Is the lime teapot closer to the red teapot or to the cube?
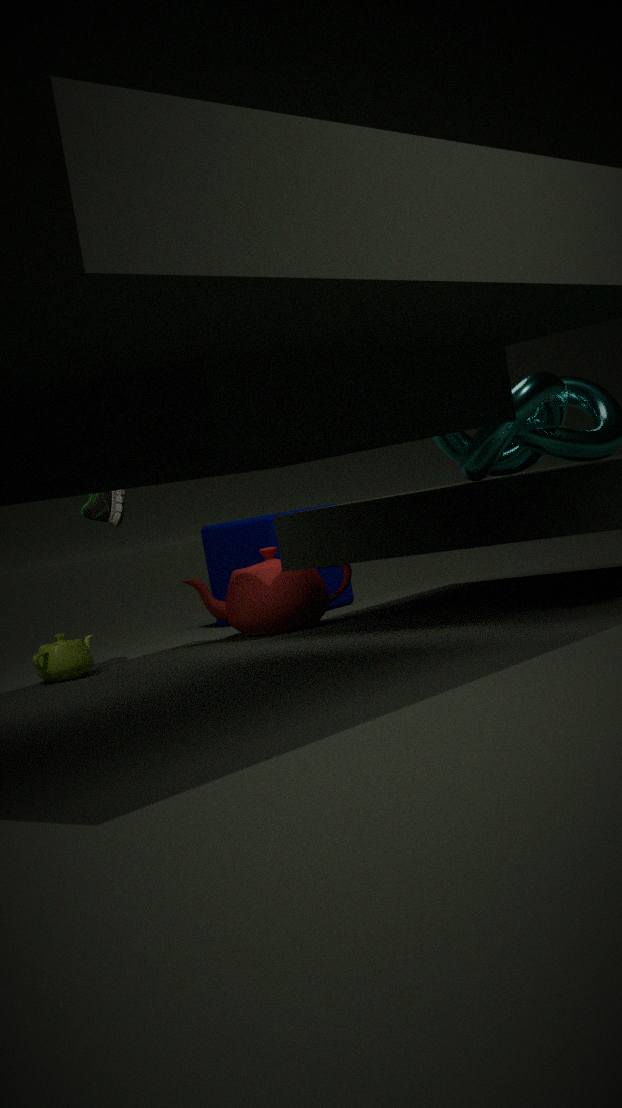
the red teapot
